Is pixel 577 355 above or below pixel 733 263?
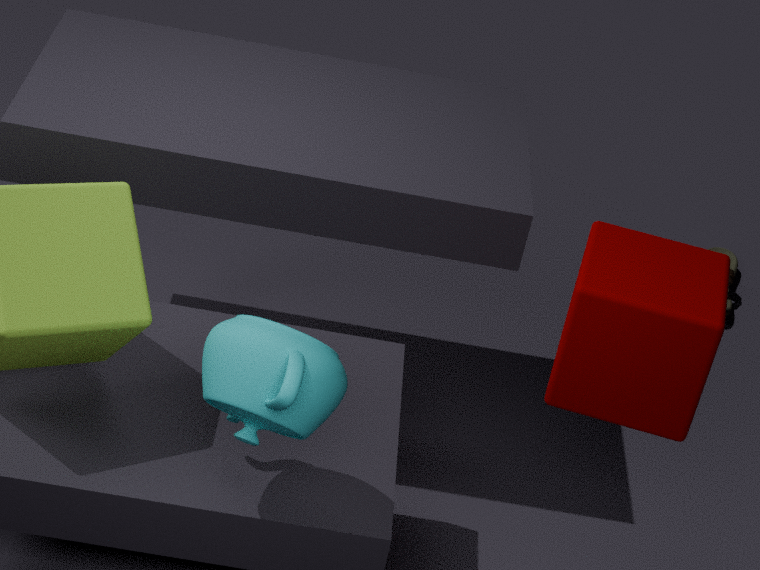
above
